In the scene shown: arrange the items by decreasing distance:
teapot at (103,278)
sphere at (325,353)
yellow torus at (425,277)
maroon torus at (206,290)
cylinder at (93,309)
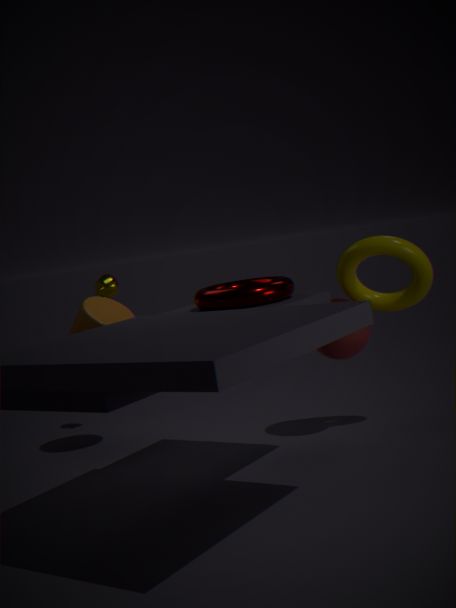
teapot at (103,278)
cylinder at (93,309)
sphere at (325,353)
yellow torus at (425,277)
maroon torus at (206,290)
